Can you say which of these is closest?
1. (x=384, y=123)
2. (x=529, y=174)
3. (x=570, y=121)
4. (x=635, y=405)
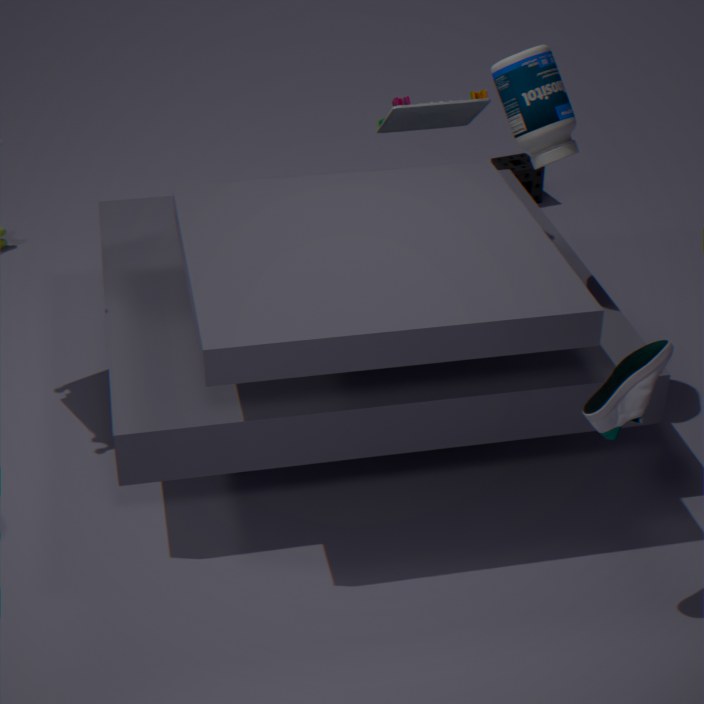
(x=635, y=405)
